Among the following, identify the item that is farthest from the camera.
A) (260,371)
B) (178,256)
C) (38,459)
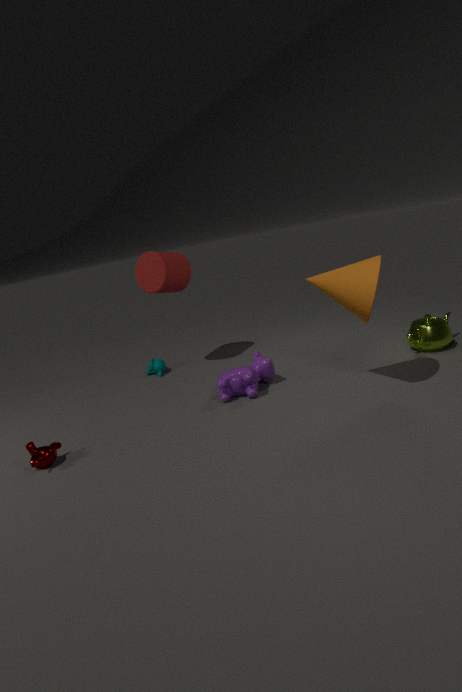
(178,256)
